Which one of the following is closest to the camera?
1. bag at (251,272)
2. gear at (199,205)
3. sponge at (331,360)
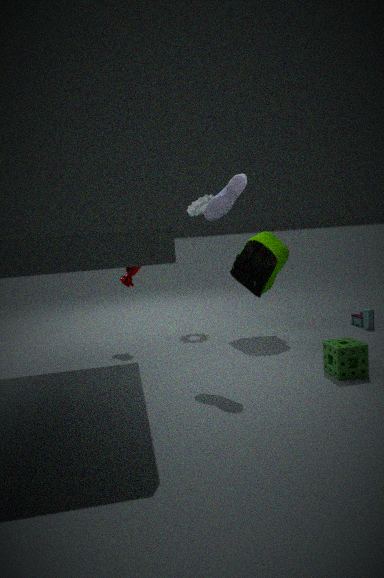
sponge at (331,360)
